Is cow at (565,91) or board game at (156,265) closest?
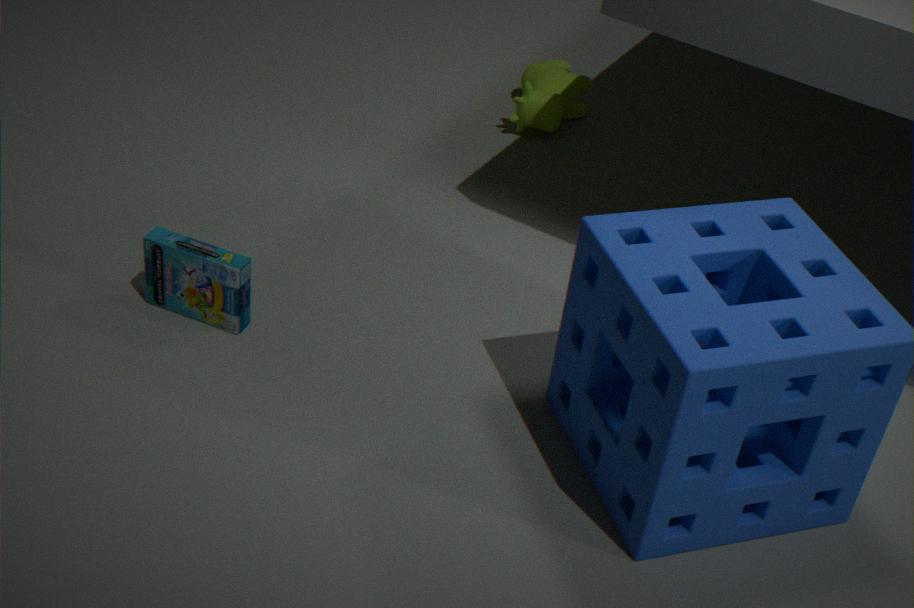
board game at (156,265)
